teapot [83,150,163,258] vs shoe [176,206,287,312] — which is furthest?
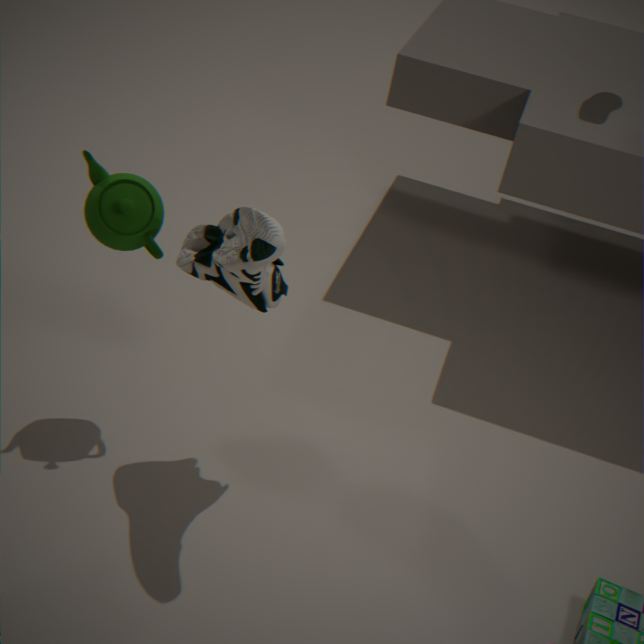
teapot [83,150,163,258]
